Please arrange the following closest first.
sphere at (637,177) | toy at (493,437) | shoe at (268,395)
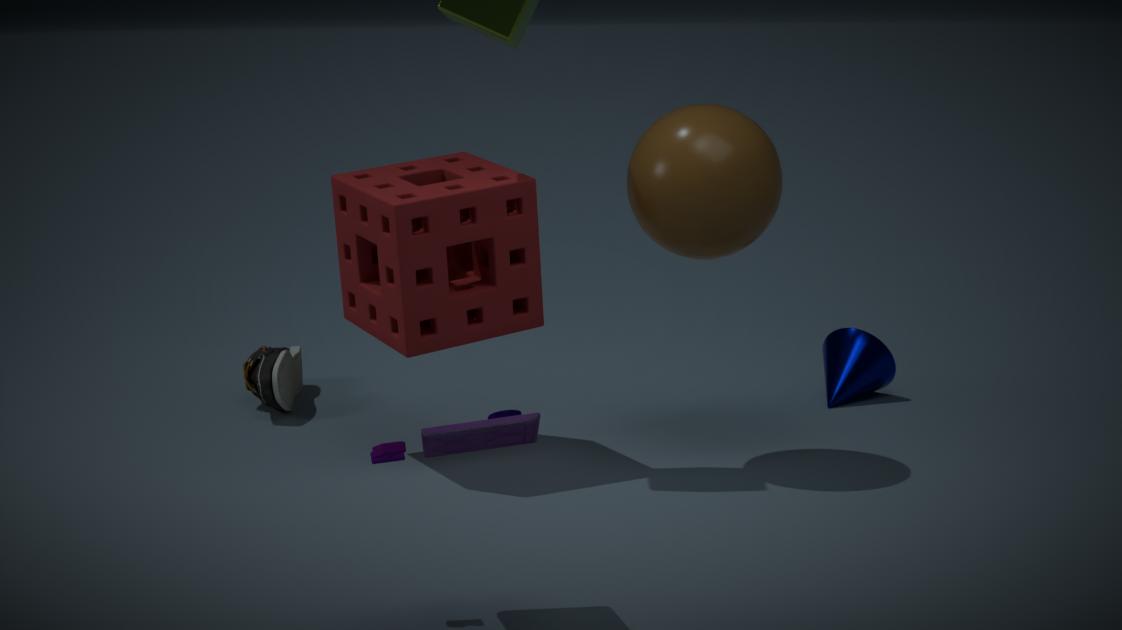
toy at (493,437)
sphere at (637,177)
shoe at (268,395)
